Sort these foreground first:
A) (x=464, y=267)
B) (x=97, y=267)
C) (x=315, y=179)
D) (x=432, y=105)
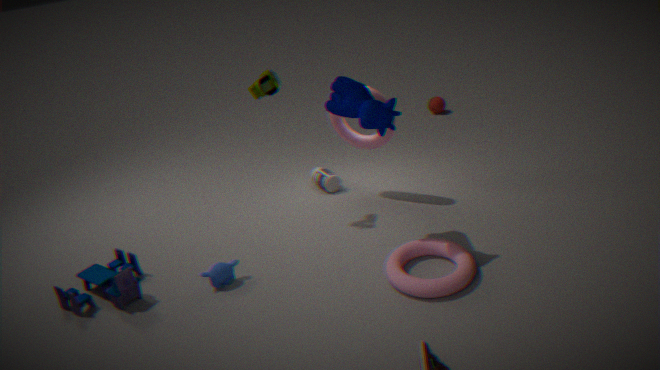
(x=464, y=267), (x=97, y=267), (x=315, y=179), (x=432, y=105)
